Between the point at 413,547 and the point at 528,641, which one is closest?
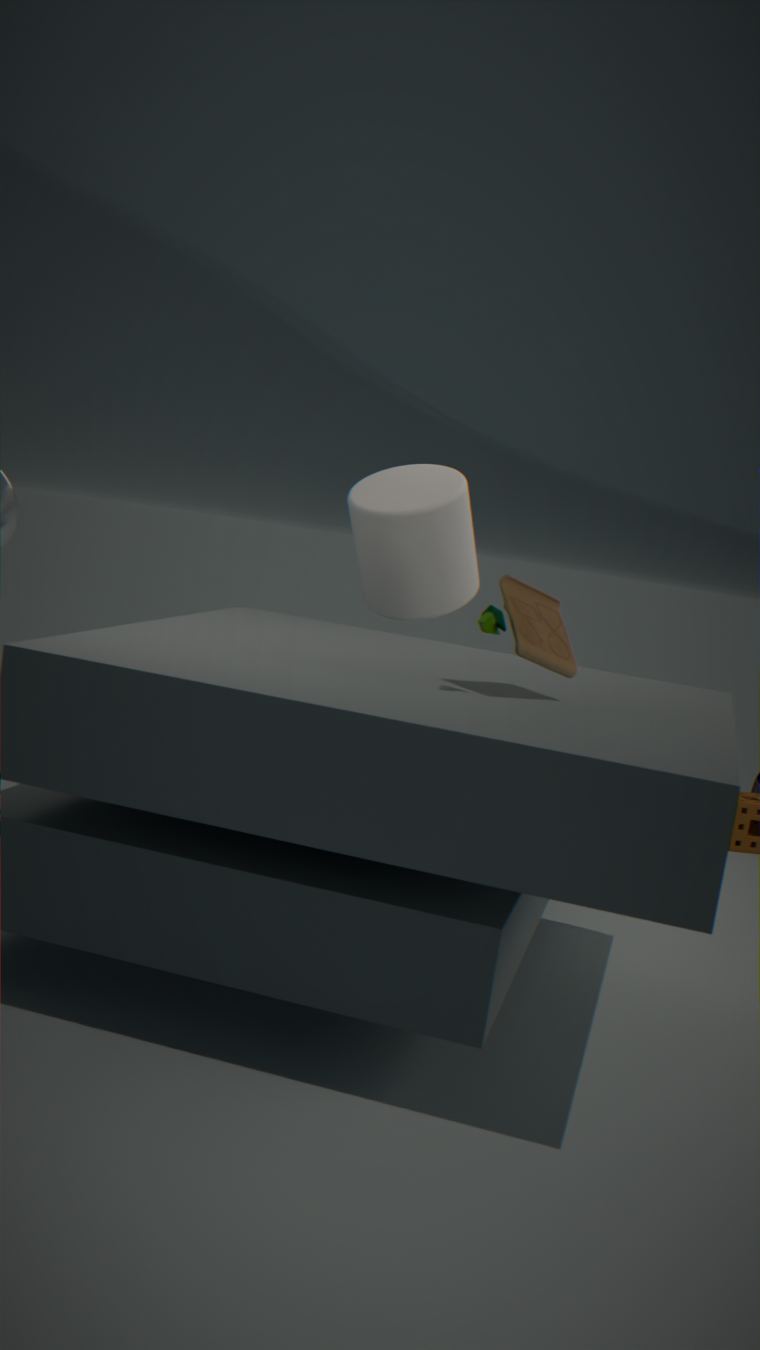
the point at 528,641
